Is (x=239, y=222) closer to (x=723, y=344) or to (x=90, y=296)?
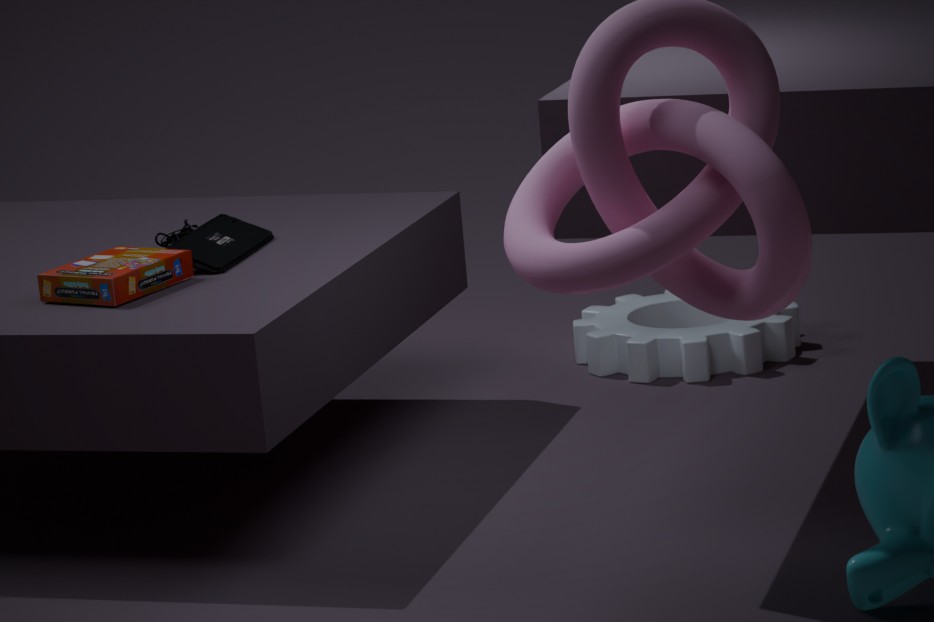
(x=90, y=296)
